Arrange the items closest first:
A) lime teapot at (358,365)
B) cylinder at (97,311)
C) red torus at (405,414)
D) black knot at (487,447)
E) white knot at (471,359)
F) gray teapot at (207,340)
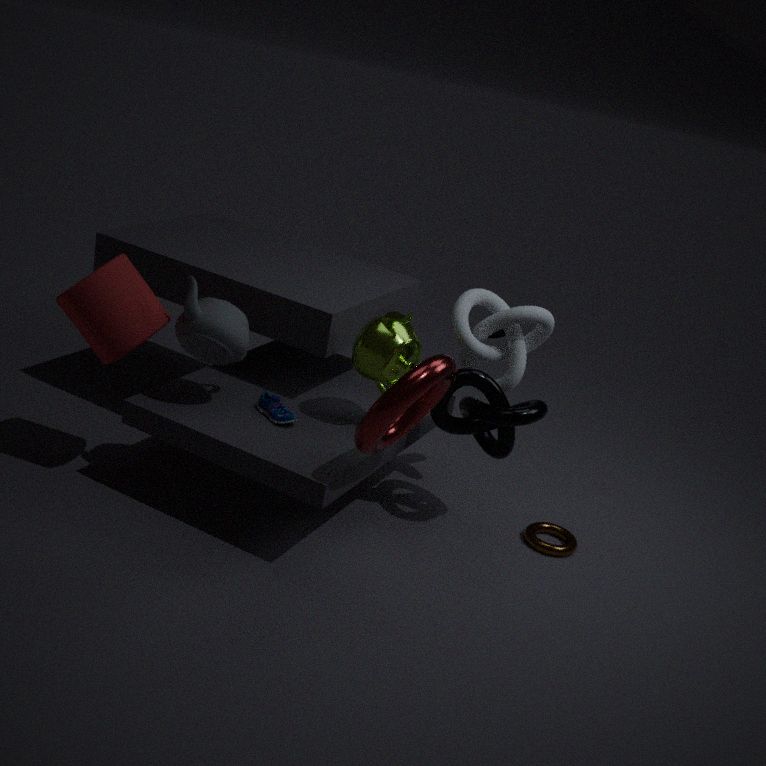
red torus at (405,414), cylinder at (97,311), gray teapot at (207,340), lime teapot at (358,365), black knot at (487,447), white knot at (471,359)
